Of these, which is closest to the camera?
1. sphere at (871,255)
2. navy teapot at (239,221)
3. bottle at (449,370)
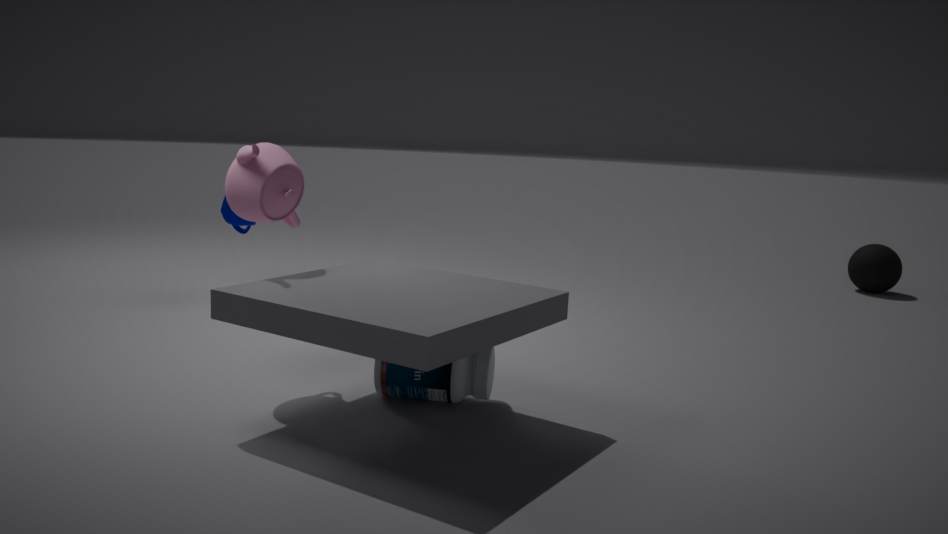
bottle at (449,370)
